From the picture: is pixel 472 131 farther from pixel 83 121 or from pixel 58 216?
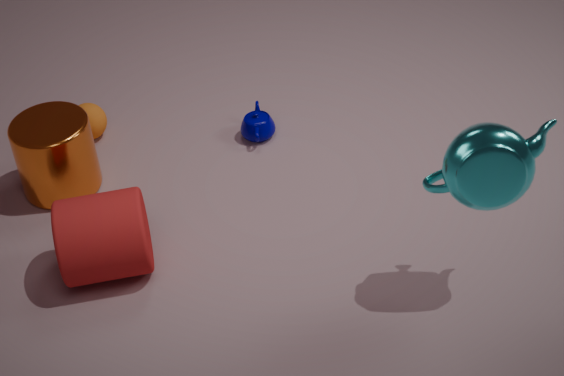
pixel 83 121
